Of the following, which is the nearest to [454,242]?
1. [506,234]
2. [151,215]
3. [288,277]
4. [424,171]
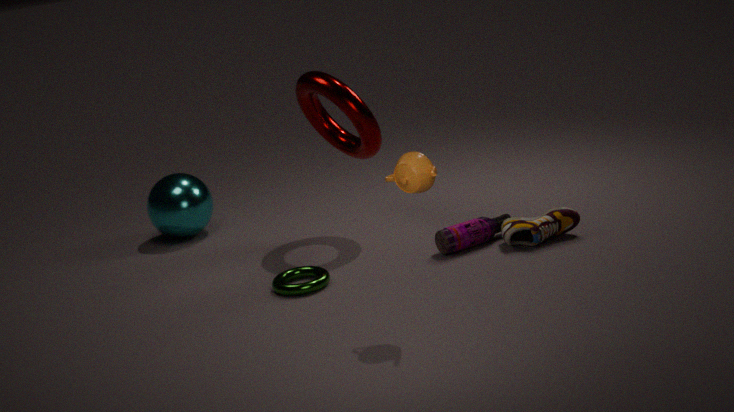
[506,234]
